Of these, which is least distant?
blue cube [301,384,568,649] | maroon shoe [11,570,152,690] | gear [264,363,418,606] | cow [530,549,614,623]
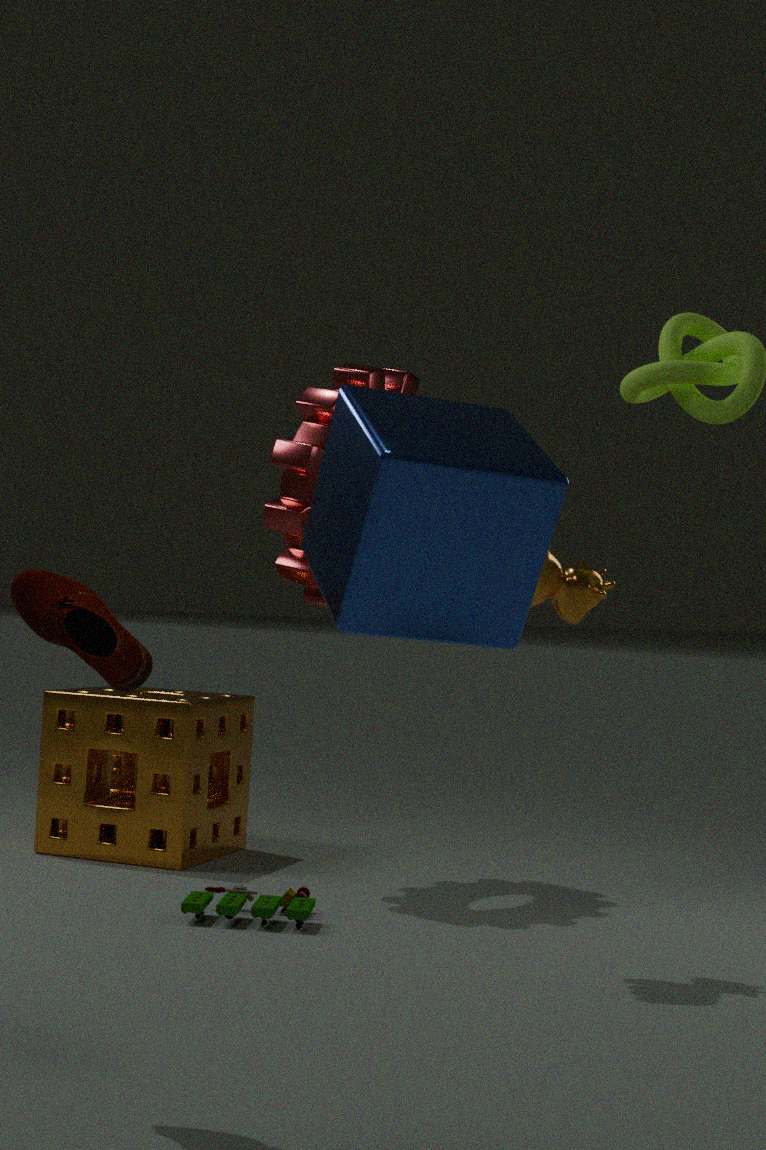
blue cube [301,384,568,649]
